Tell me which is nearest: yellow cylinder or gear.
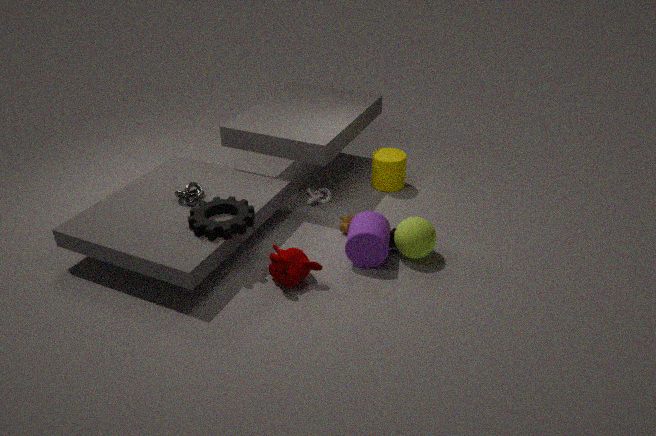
gear
